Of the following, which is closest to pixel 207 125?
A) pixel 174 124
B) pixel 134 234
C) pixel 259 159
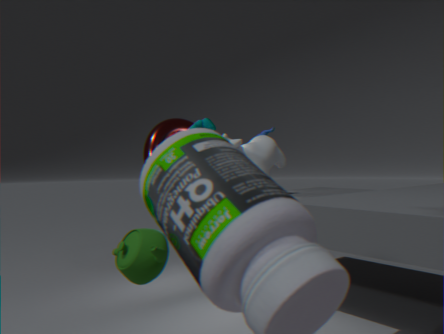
pixel 174 124
